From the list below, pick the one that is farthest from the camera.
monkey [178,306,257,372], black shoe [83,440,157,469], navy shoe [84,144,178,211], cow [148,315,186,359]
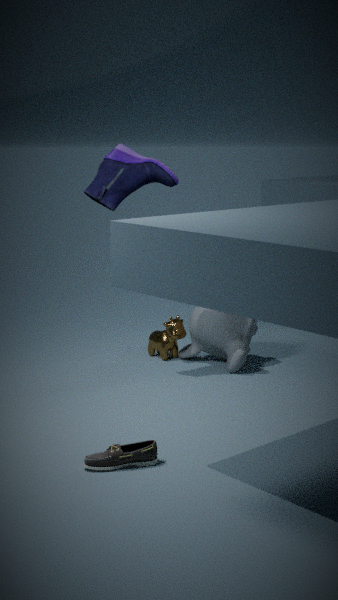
cow [148,315,186,359]
